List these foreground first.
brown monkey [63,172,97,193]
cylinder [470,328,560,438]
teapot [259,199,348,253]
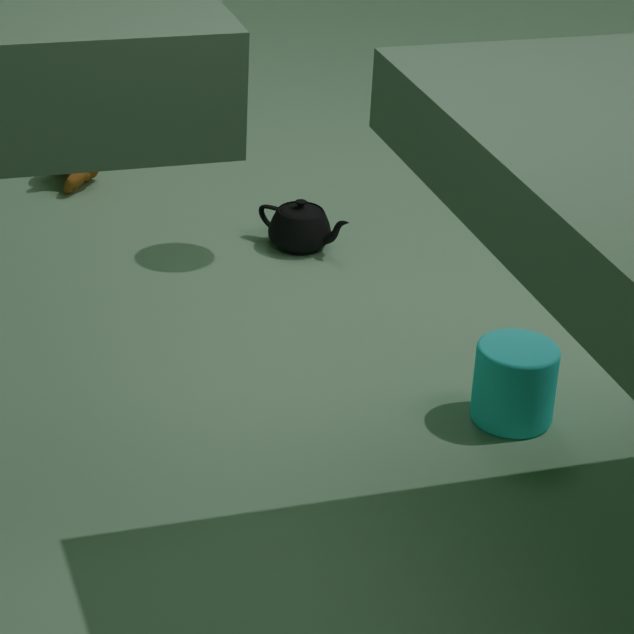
cylinder [470,328,560,438] → teapot [259,199,348,253] → brown monkey [63,172,97,193]
